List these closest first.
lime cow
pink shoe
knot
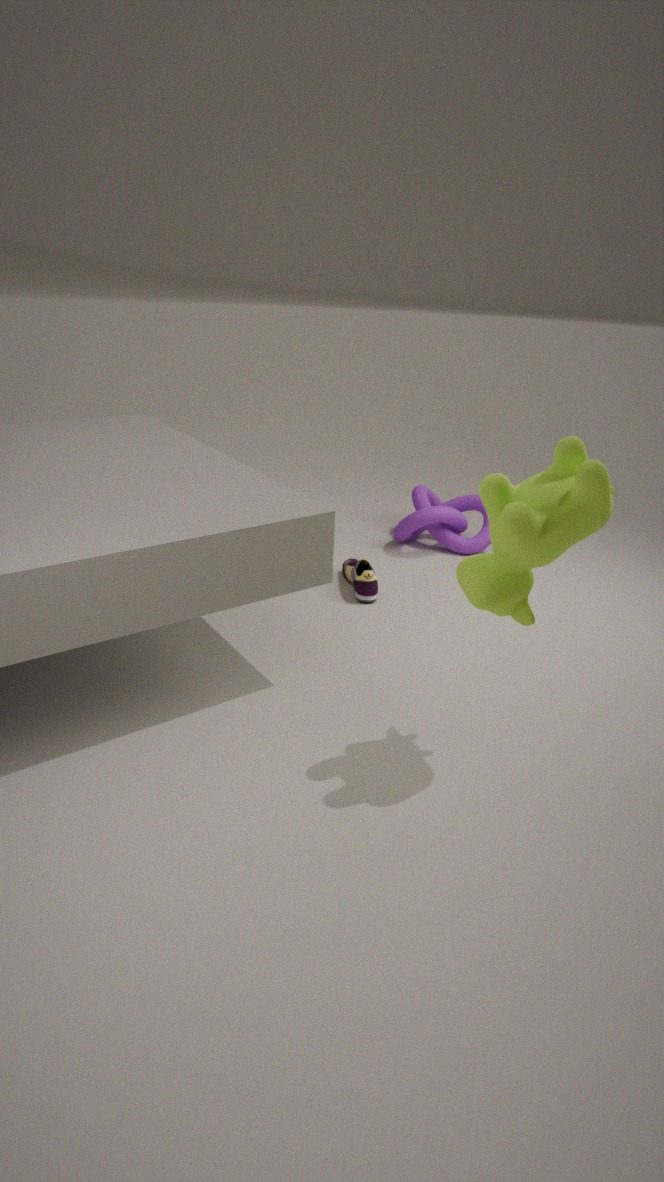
lime cow < pink shoe < knot
